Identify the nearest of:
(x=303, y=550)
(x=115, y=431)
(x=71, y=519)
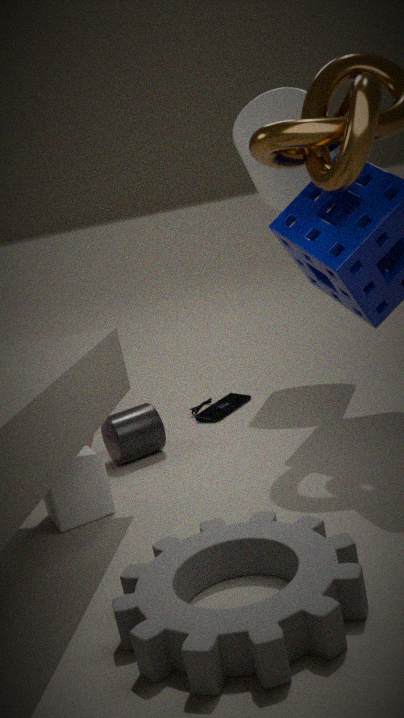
(x=303, y=550)
